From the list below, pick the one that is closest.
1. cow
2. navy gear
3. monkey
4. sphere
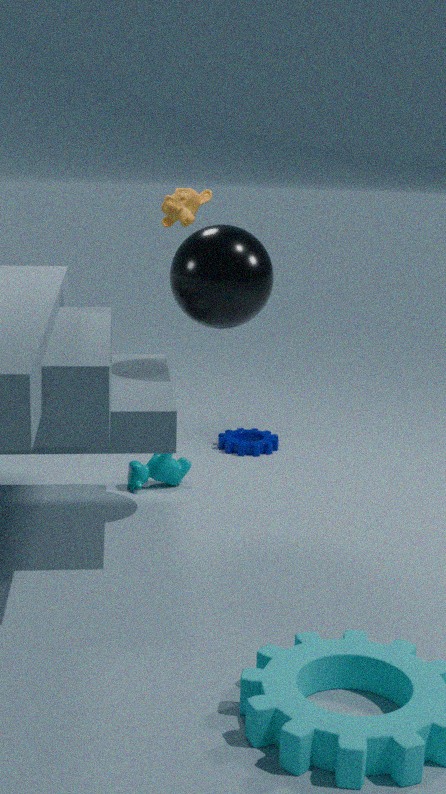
sphere
